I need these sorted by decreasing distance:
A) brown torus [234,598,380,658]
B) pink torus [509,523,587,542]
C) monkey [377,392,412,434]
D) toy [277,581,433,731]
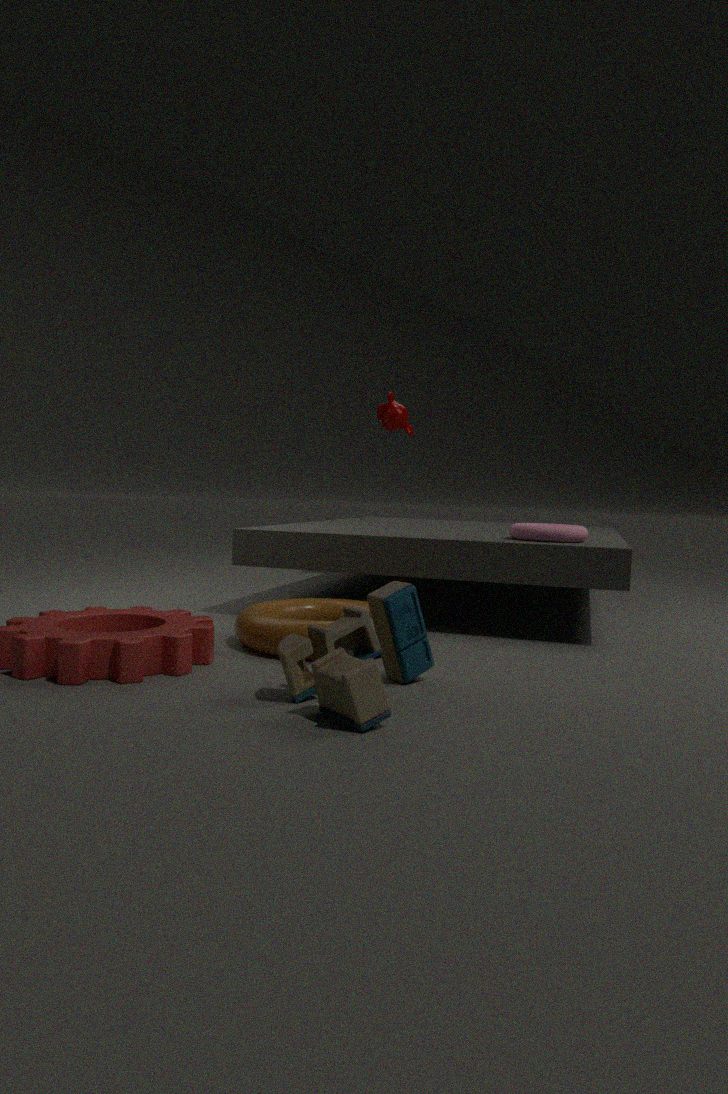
monkey [377,392,412,434], pink torus [509,523,587,542], brown torus [234,598,380,658], toy [277,581,433,731]
